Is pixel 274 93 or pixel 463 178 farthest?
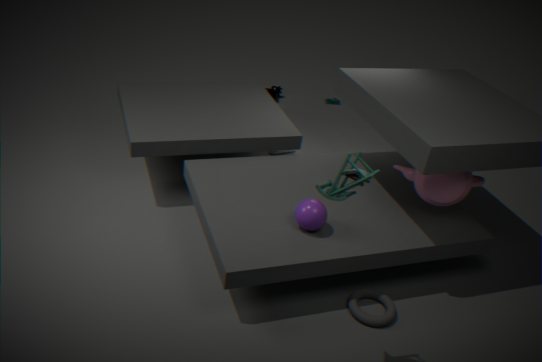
pixel 274 93
